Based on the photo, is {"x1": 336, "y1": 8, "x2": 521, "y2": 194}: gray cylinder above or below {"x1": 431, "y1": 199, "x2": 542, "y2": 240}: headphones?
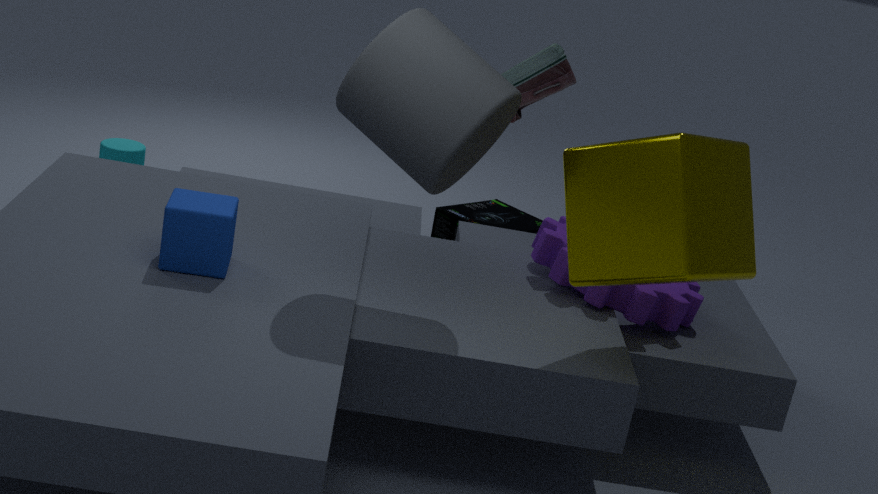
above
